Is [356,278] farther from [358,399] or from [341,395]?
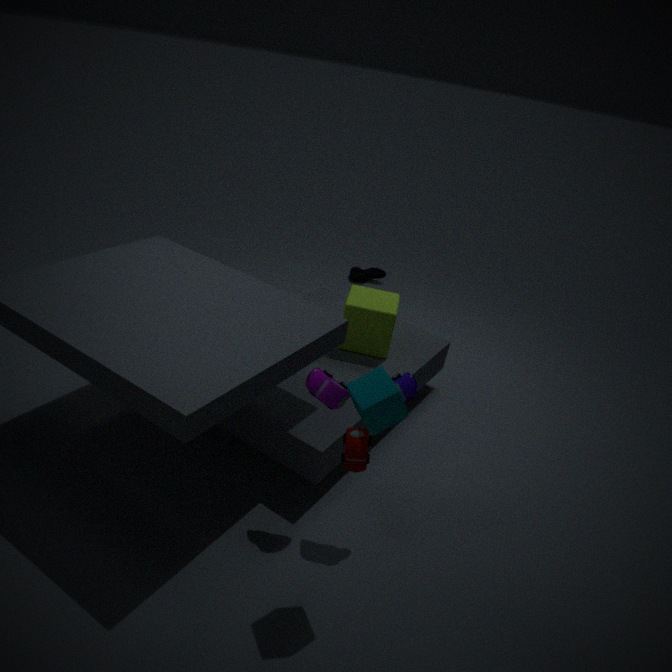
[358,399]
